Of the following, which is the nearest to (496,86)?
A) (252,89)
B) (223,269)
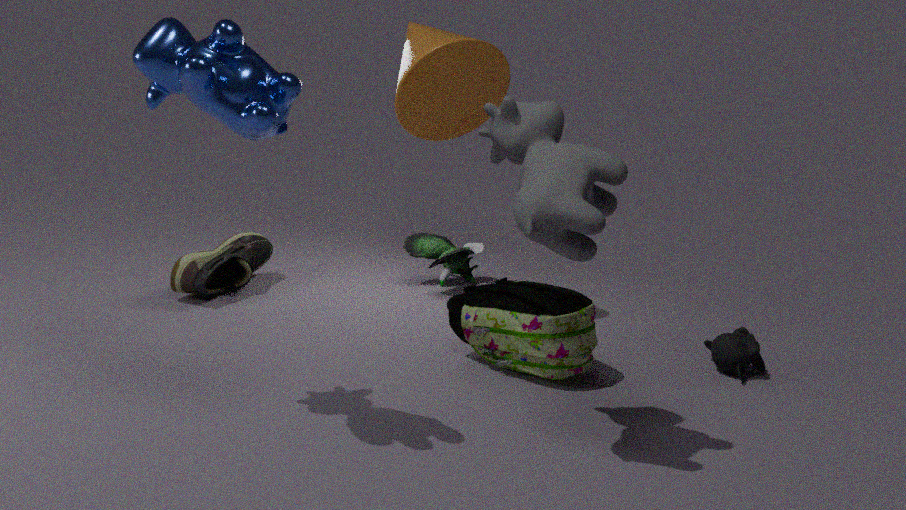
(223,269)
